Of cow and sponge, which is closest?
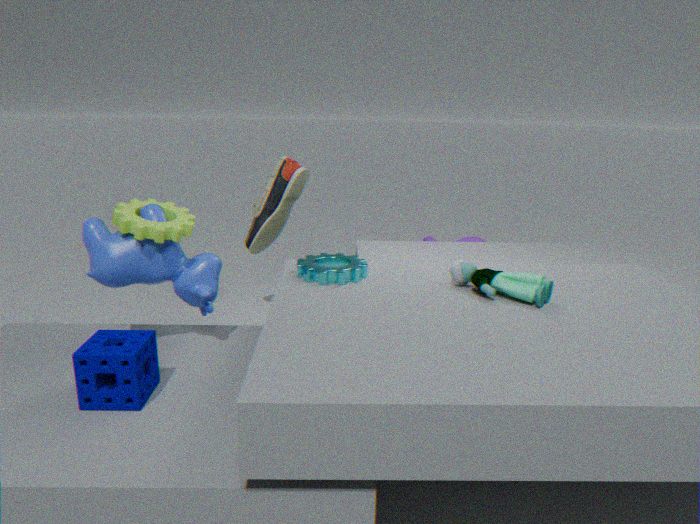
sponge
